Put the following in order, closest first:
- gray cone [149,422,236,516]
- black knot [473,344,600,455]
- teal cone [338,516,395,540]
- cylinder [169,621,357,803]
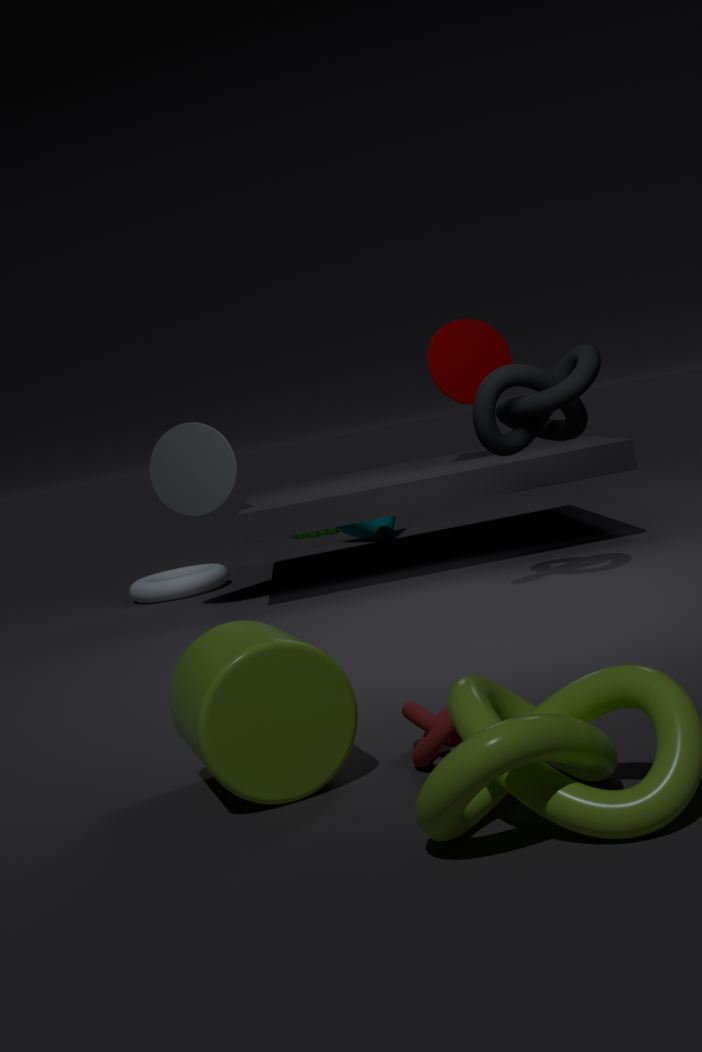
cylinder [169,621,357,803]
black knot [473,344,600,455]
gray cone [149,422,236,516]
teal cone [338,516,395,540]
